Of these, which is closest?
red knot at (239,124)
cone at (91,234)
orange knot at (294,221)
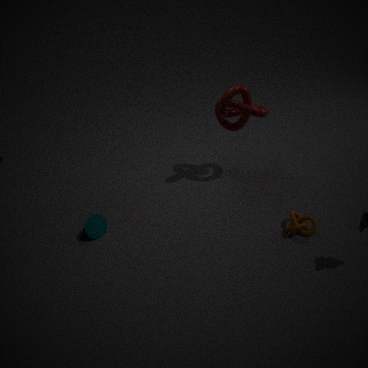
orange knot at (294,221)
